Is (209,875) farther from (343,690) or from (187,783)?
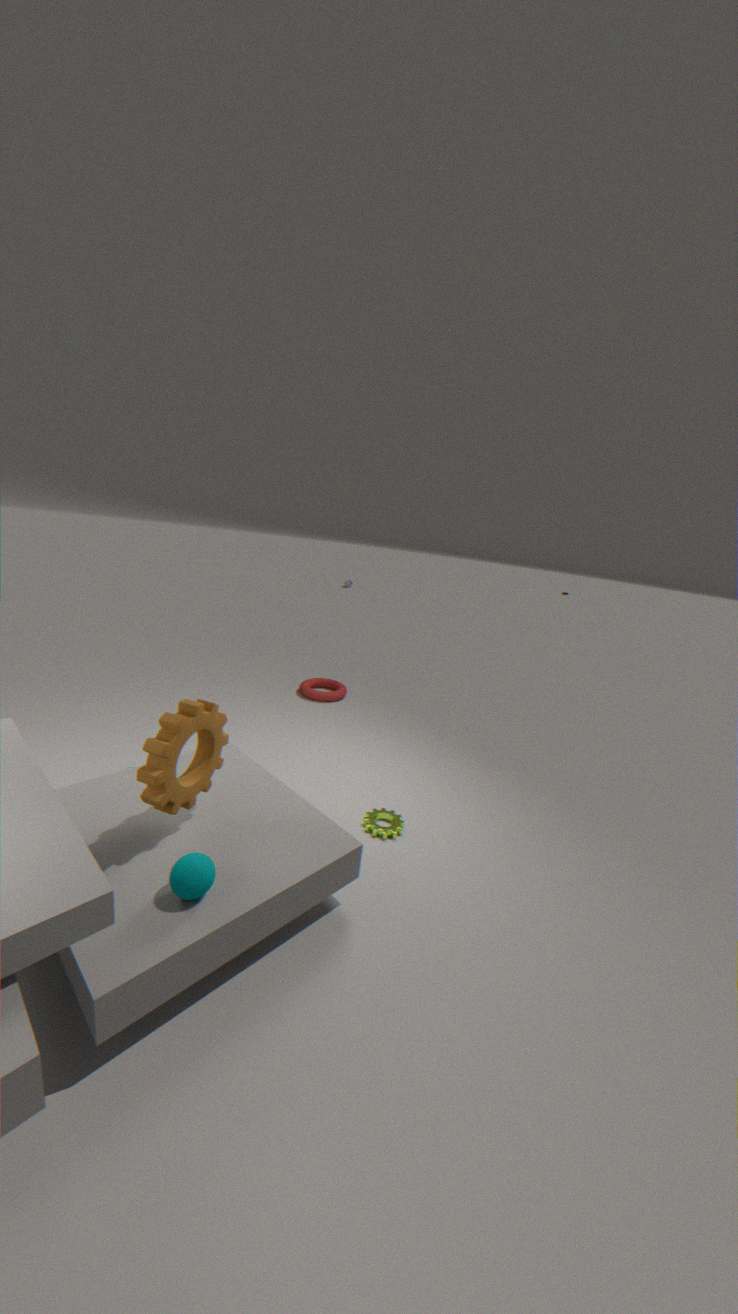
(343,690)
